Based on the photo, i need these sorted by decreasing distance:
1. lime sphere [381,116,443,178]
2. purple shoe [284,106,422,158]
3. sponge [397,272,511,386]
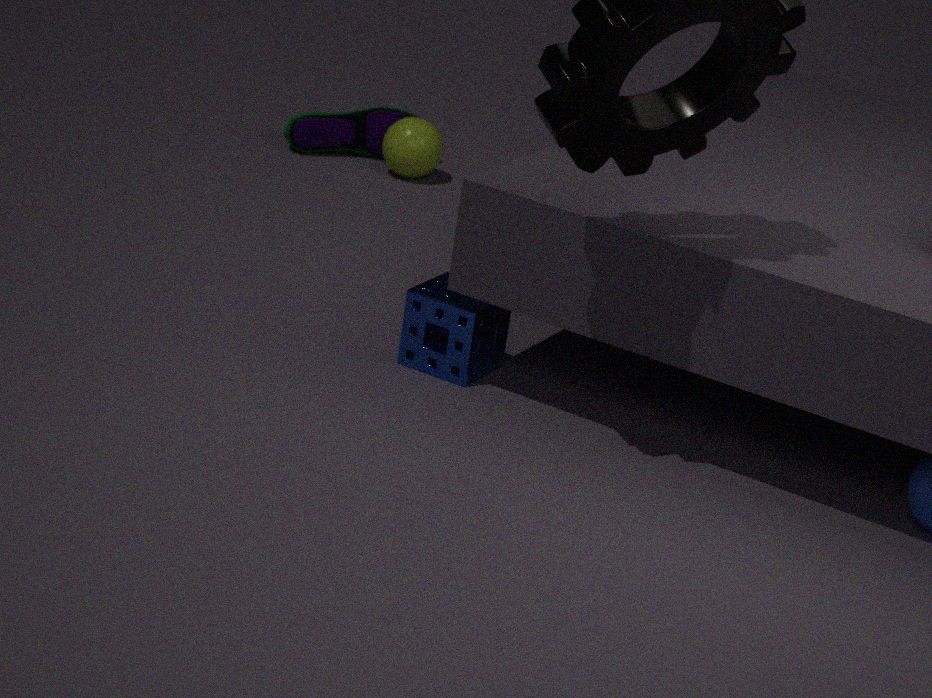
purple shoe [284,106,422,158], lime sphere [381,116,443,178], sponge [397,272,511,386]
